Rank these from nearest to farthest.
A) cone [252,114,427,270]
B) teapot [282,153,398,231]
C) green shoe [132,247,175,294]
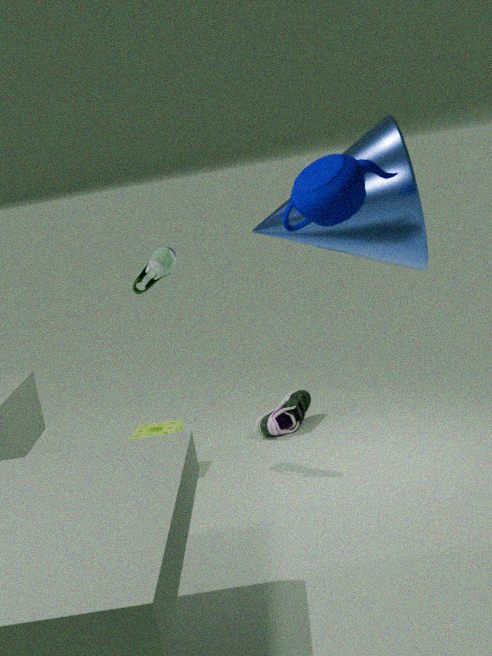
teapot [282,153,398,231] < cone [252,114,427,270] < green shoe [132,247,175,294]
